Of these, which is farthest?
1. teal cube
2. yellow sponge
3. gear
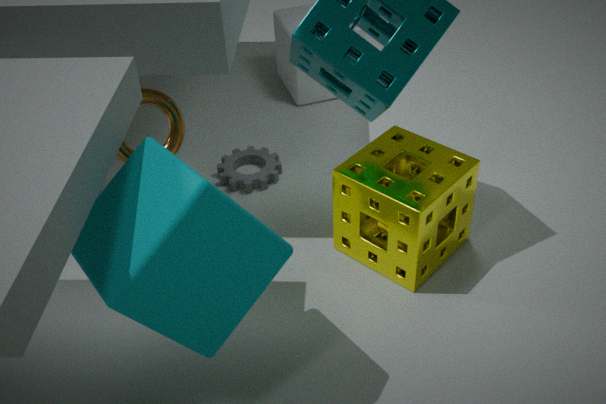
gear
